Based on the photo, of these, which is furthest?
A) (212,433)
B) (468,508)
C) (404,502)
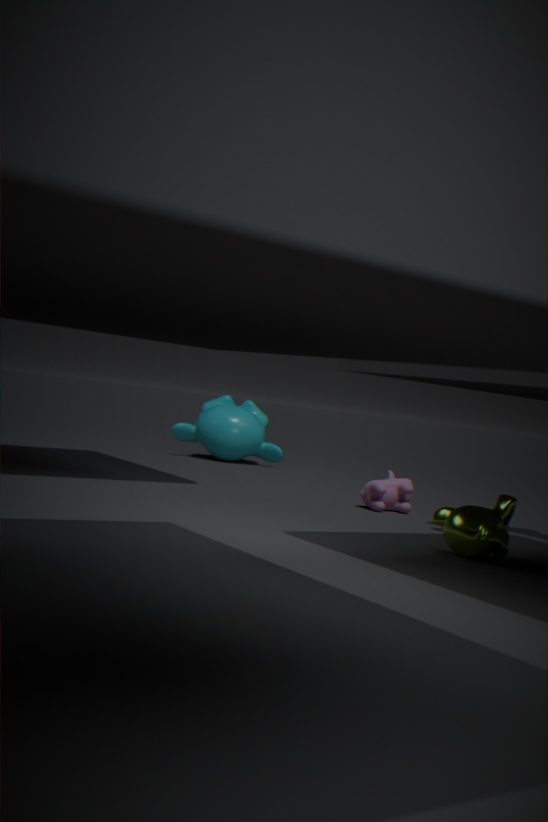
(212,433)
